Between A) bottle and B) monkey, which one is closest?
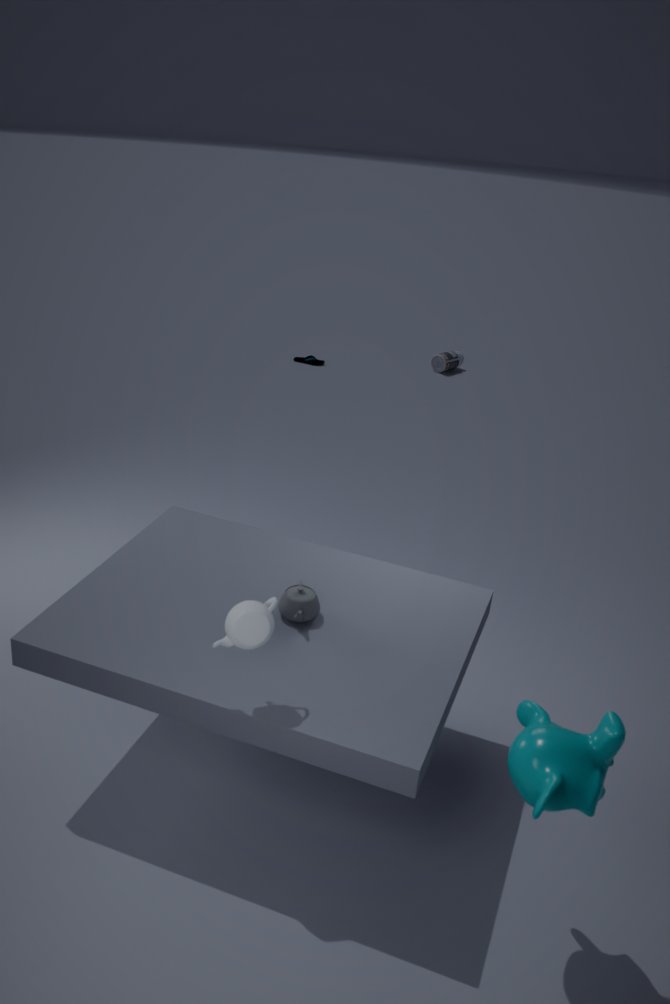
B. monkey
